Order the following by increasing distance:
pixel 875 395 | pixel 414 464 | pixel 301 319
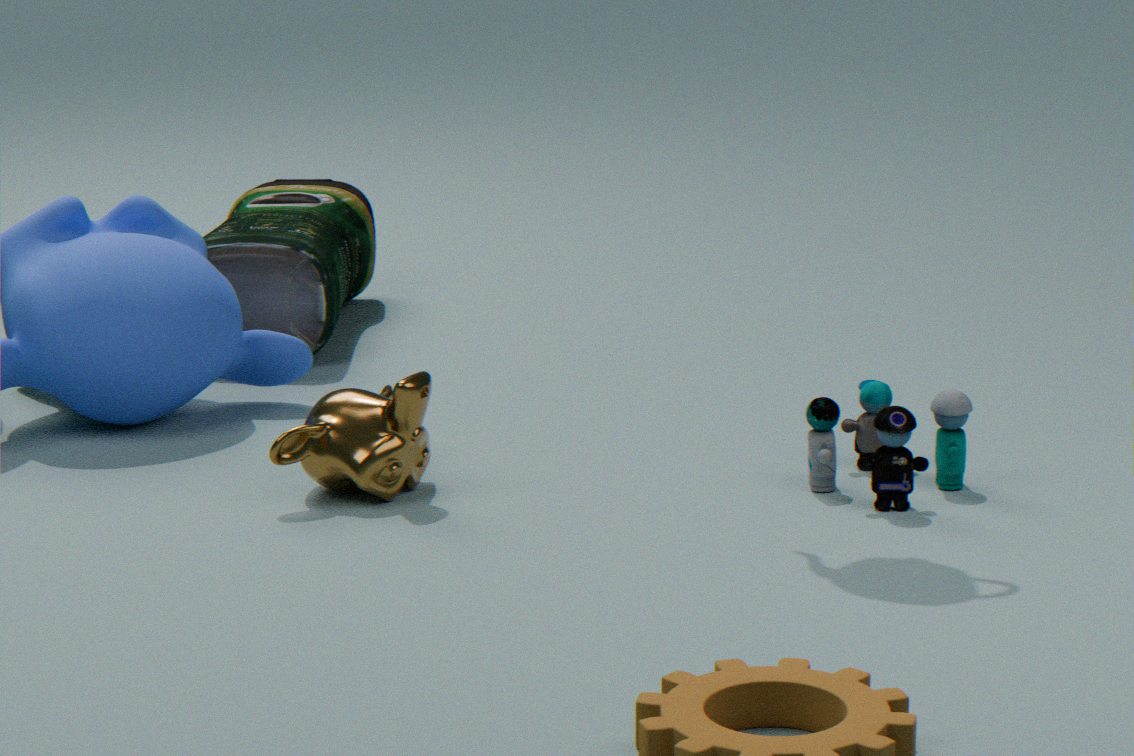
1. pixel 414 464
2. pixel 875 395
3. pixel 301 319
